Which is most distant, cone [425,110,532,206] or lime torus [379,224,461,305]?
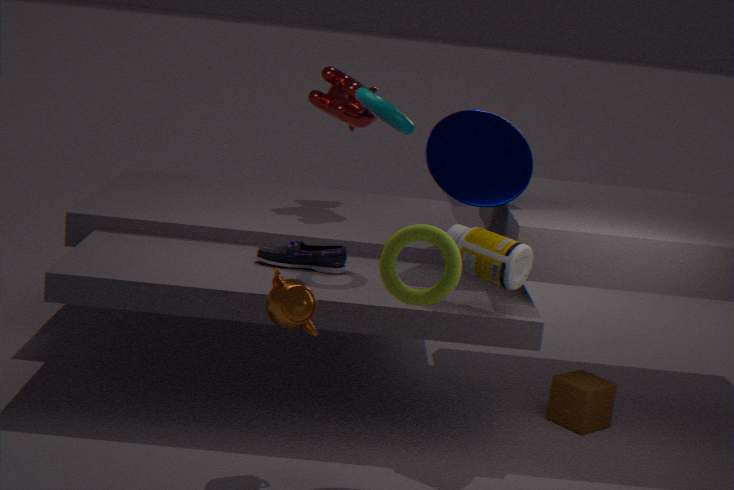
cone [425,110,532,206]
